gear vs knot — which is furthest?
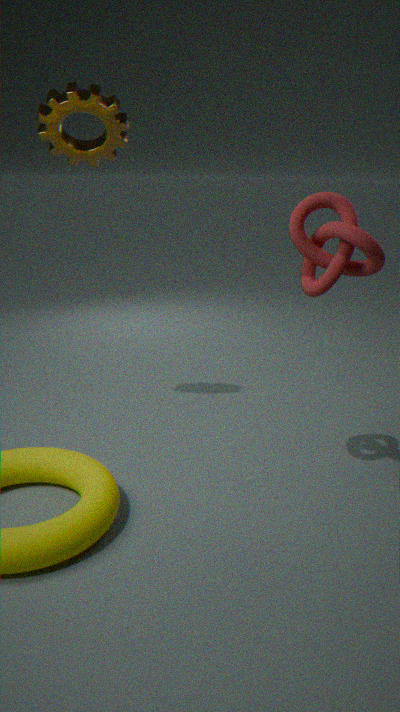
gear
